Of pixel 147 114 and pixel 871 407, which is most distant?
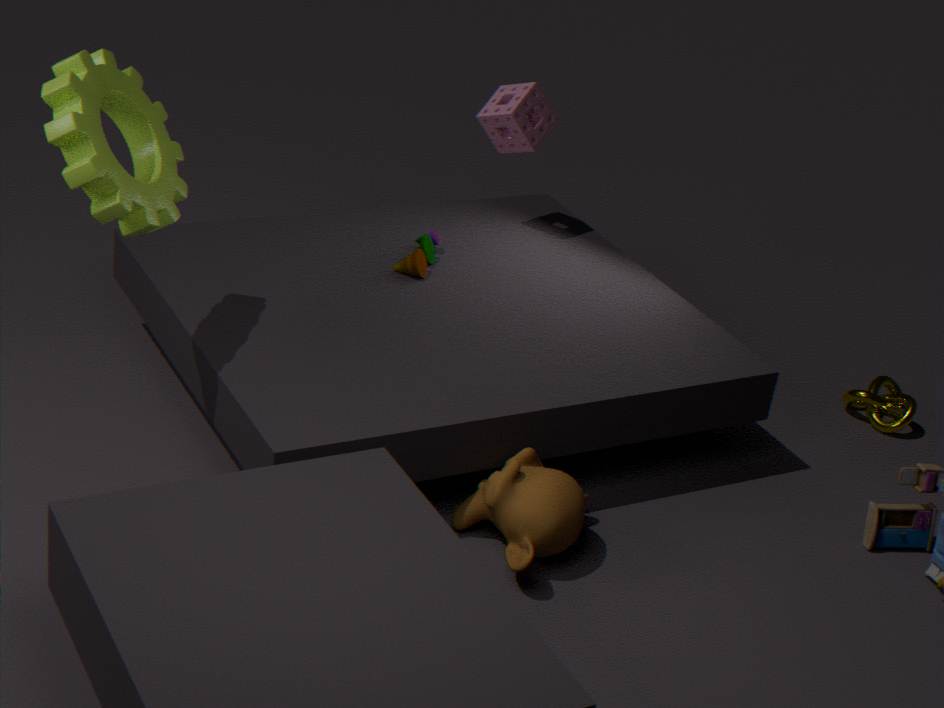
pixel 871 407
